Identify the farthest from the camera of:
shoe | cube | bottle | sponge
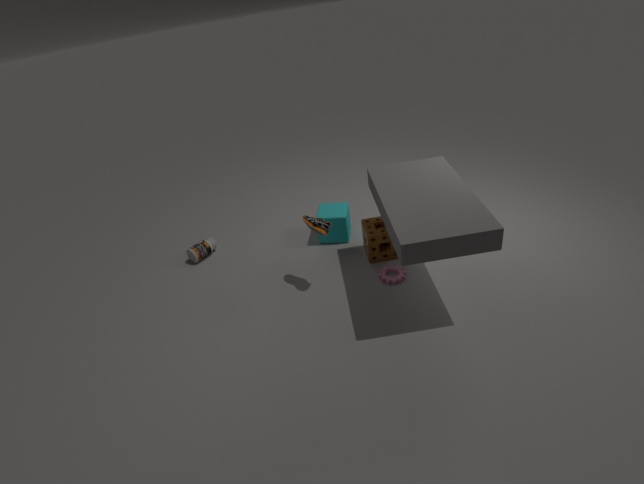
bottle
